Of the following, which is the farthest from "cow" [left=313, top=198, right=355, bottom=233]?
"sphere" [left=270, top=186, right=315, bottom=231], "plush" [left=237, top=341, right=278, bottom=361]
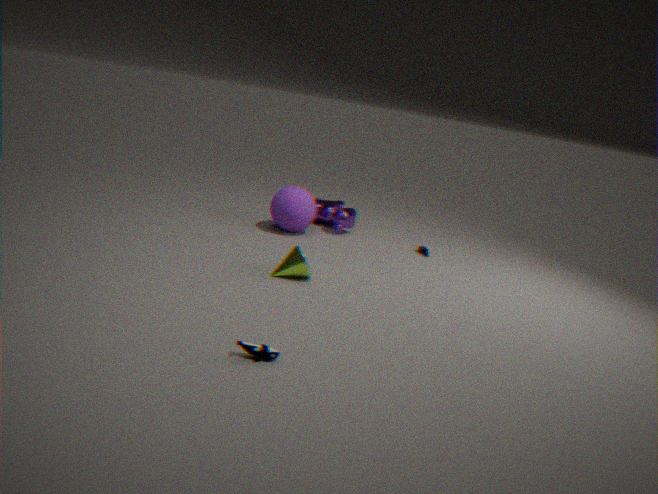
"plush" [left=237, top=341, right=278, bottom=361]
